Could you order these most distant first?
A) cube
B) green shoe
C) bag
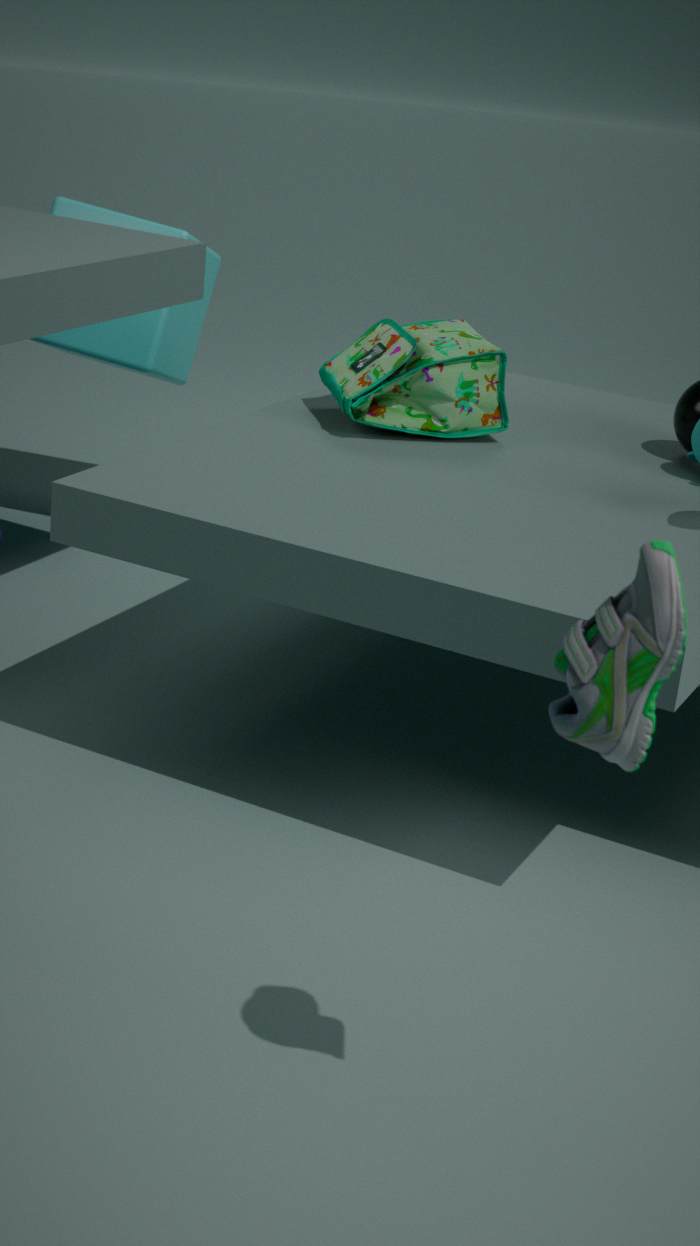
cube < bag < green shoe
